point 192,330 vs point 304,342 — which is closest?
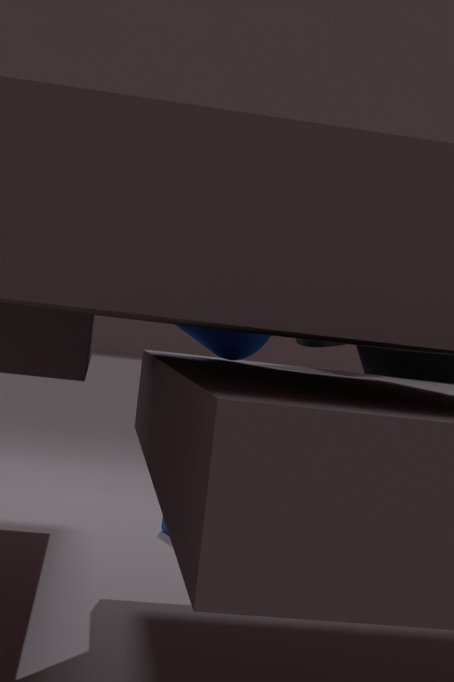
point 192,330
